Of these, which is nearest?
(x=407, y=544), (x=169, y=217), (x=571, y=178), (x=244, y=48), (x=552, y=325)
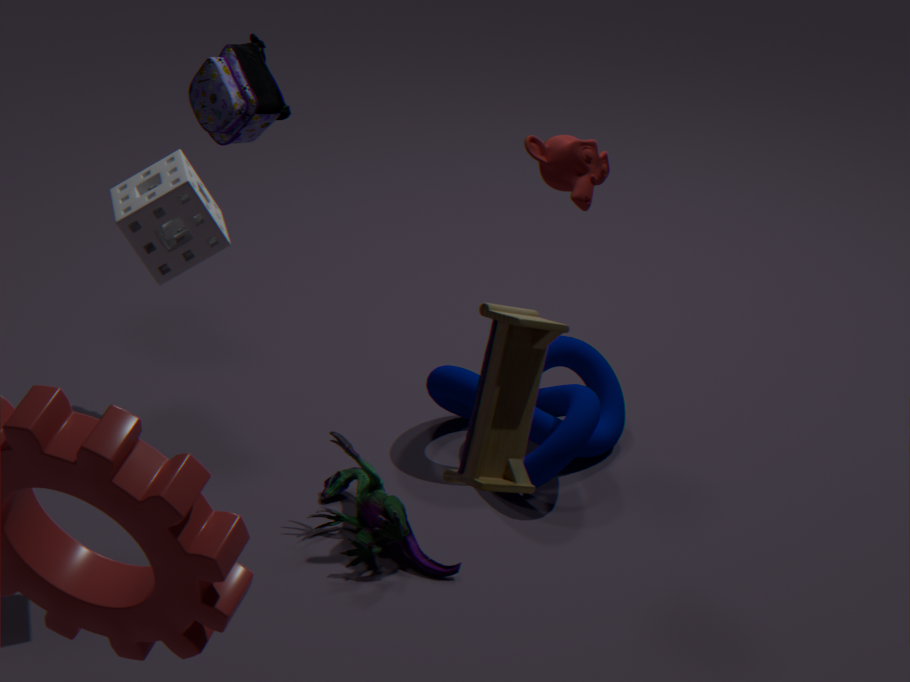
(x=552, y=325)
